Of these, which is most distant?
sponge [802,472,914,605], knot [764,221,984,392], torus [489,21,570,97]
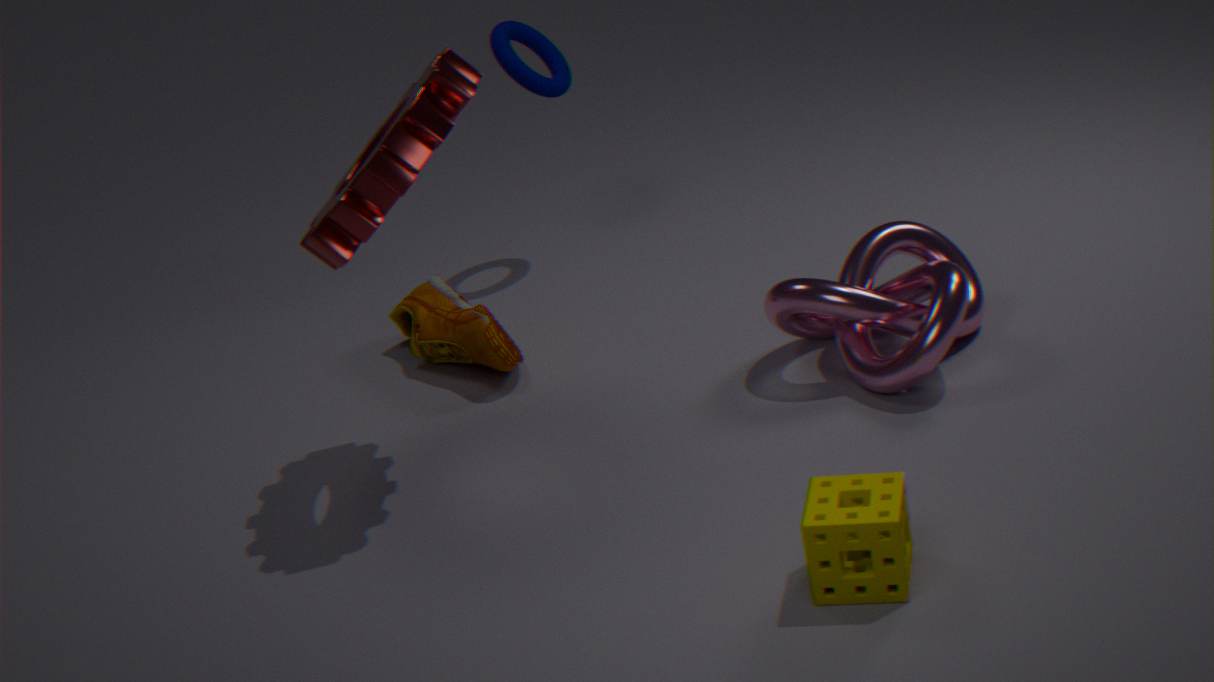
torus [489,21,570,97]
